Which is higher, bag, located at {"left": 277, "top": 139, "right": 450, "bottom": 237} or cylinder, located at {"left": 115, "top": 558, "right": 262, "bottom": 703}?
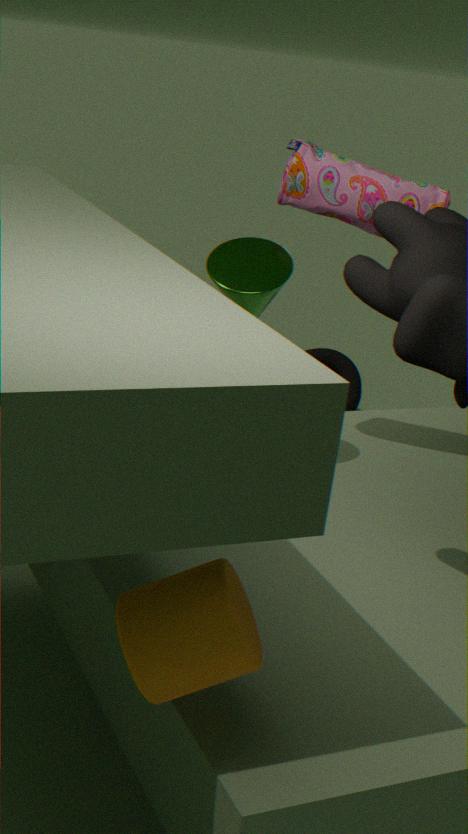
bag, located at {"left": 277, "top": 139, "right": 450, "bottom": 237}
